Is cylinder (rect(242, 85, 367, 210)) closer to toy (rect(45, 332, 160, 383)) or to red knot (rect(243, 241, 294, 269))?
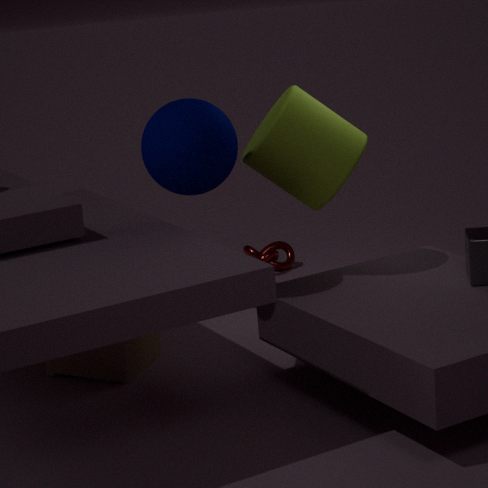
toy (rect(45, 332, 160, 383))
